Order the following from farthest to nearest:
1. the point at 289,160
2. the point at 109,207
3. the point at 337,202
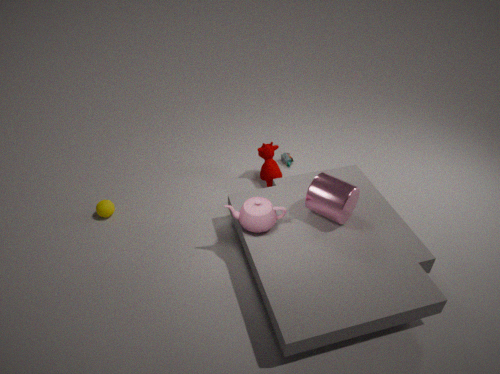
the point at 289,160 < the point at 109,207 < the point at 337,202
